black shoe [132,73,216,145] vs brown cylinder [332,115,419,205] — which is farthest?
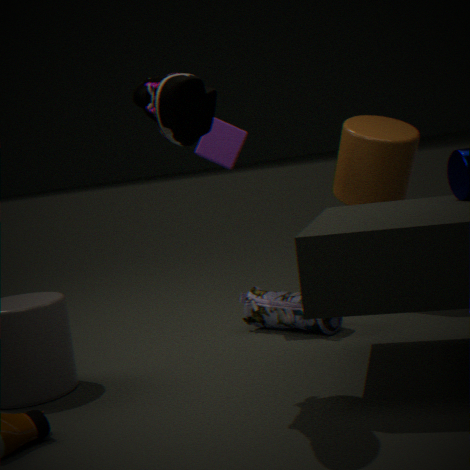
brown cylinder [332,115,419,205]
